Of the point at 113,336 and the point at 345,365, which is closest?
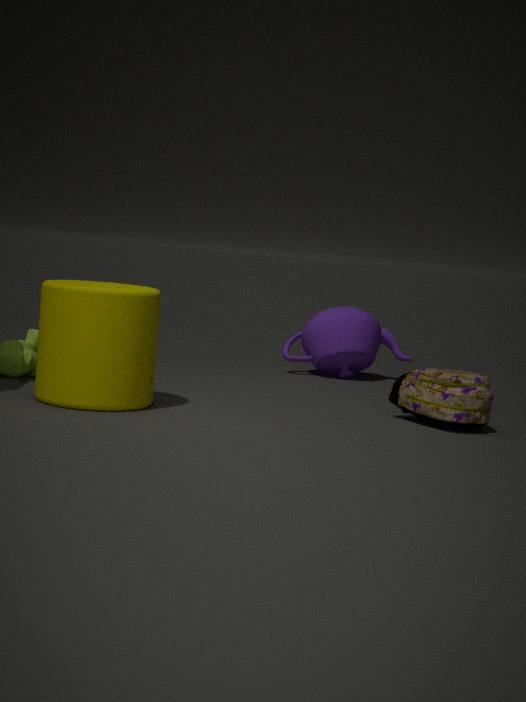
the point at 113,336
